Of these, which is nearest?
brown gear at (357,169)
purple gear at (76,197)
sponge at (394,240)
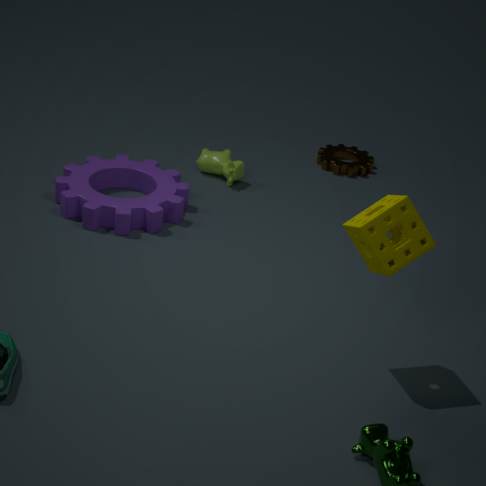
sponge at (394,240)
